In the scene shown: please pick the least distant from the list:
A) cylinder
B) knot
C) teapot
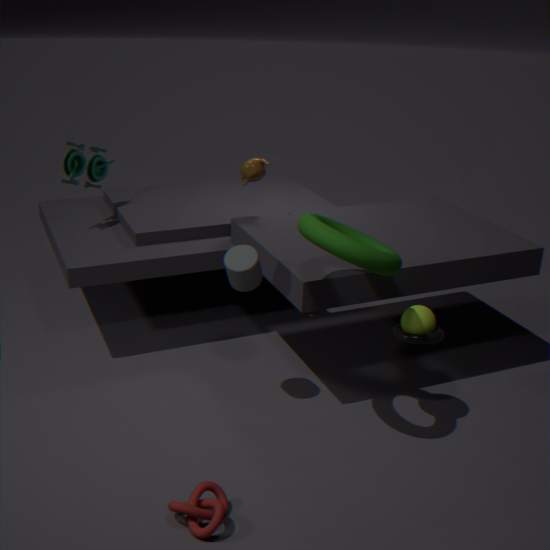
knot
